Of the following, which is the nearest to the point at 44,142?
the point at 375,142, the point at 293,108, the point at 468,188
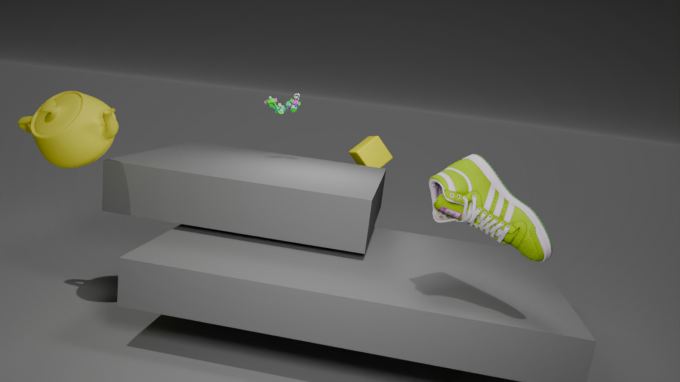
the point at 293,108
